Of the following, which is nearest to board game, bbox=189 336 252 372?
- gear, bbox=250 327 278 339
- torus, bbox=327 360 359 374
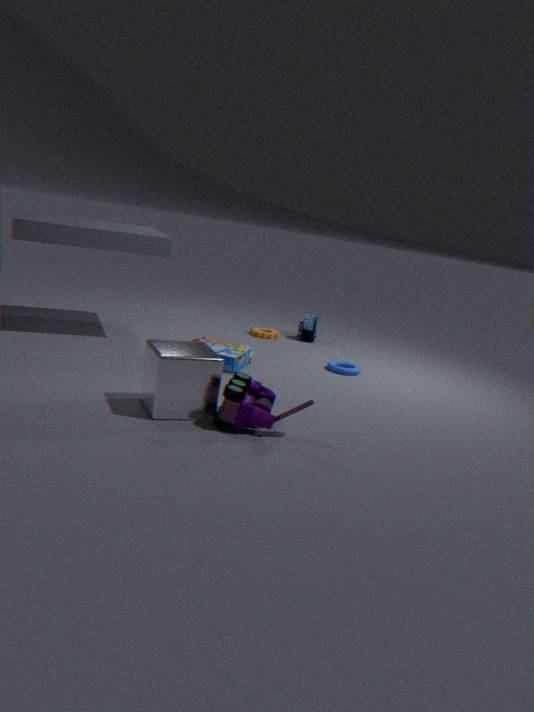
torus, bbox=327 360 359 374
